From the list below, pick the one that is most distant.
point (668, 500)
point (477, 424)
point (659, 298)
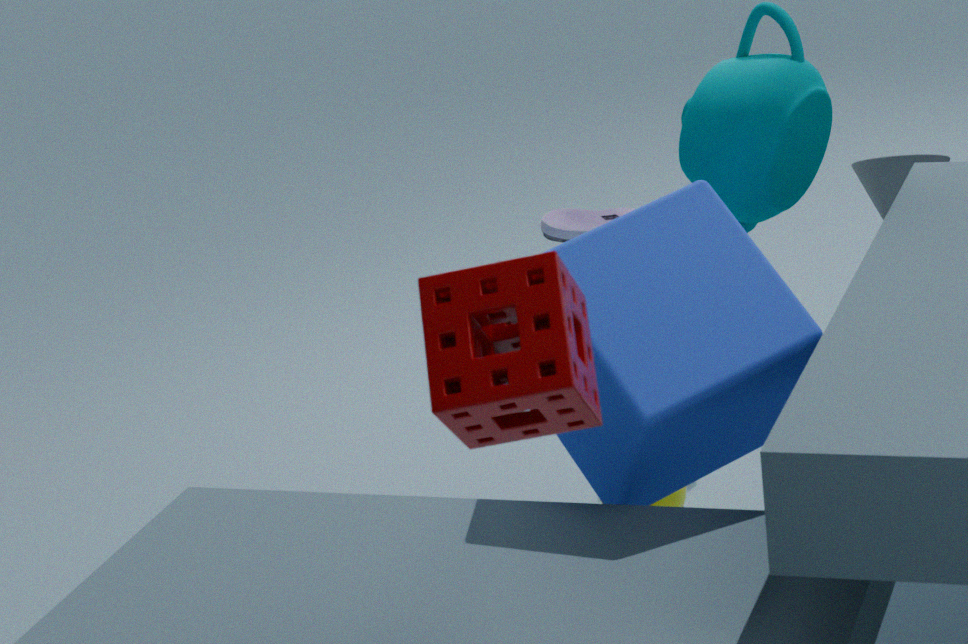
point (668, 500)
